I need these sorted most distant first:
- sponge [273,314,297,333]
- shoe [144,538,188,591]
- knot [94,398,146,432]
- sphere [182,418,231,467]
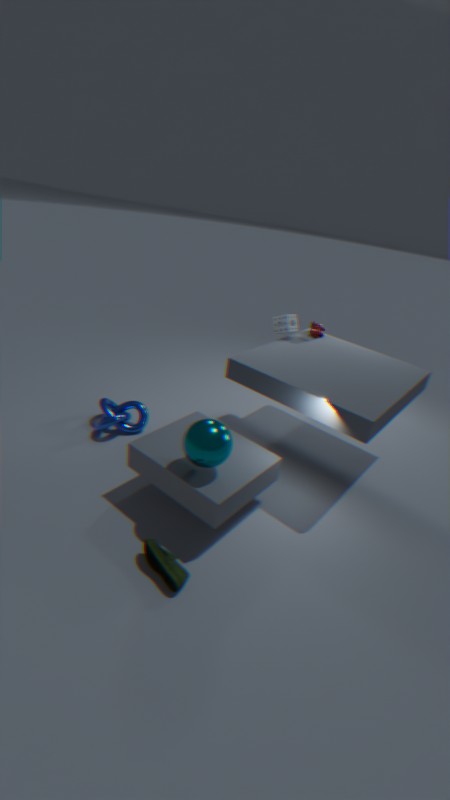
sponge [273,314,297,333] < knot [94,398,146,432] < sphere [182,418,231,467] < shoe [144,538,188,591]
